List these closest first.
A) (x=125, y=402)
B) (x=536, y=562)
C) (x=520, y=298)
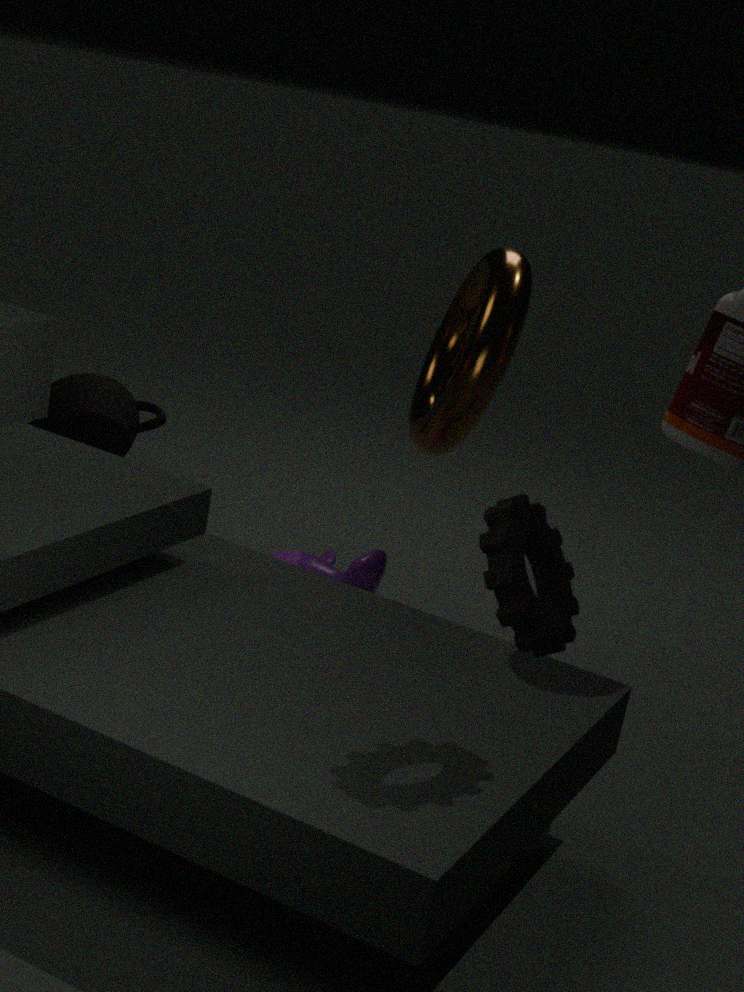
(x=536, y=562) < (x=520, y=298) < (x=125, y=402)
